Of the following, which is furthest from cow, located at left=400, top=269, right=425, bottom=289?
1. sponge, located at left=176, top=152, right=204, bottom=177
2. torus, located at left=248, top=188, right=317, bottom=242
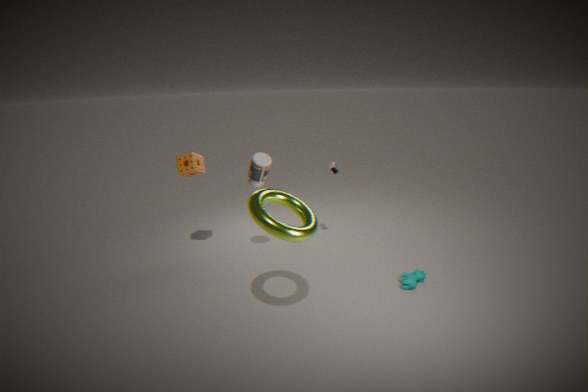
sponge, located at left=176, top=152, right=204, bottom=177
